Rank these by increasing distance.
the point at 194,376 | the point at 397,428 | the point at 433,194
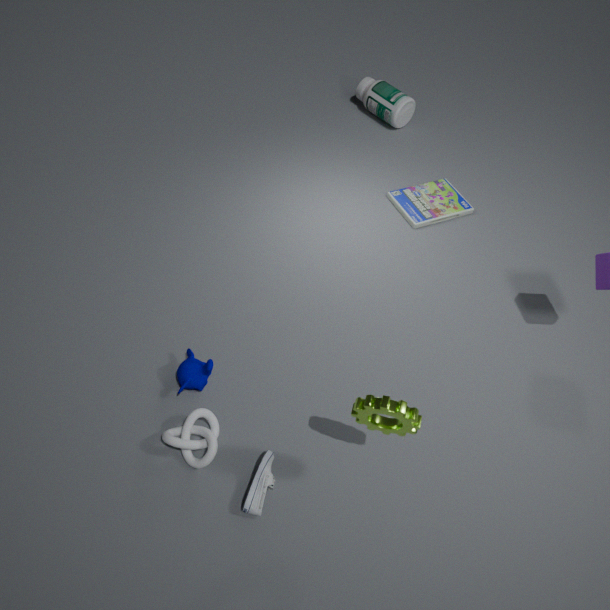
1. the point at 397,428
2. the point at 194,376
3. the point at 433,194
